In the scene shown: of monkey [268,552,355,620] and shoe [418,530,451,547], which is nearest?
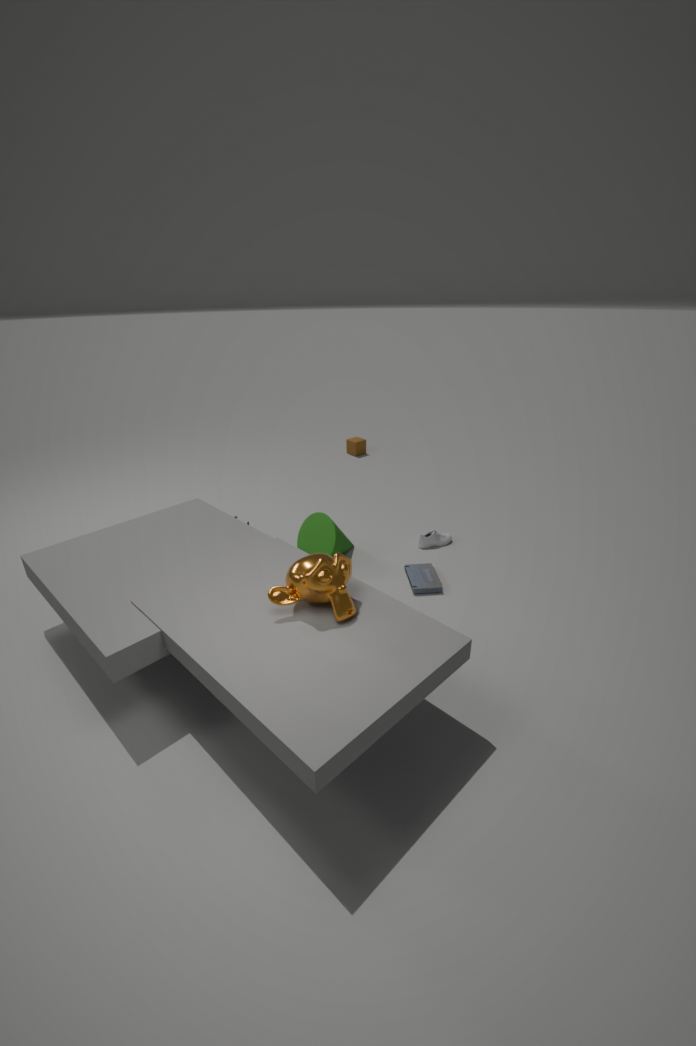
monkey [268,552,355,620]
